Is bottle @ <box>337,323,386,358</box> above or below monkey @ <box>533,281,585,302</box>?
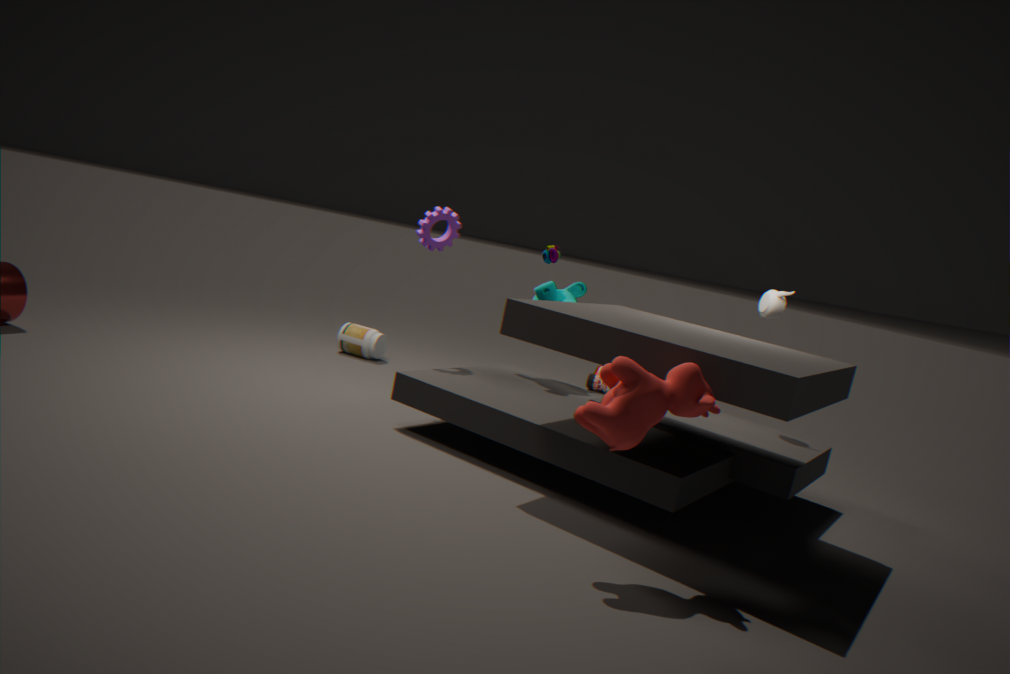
below
